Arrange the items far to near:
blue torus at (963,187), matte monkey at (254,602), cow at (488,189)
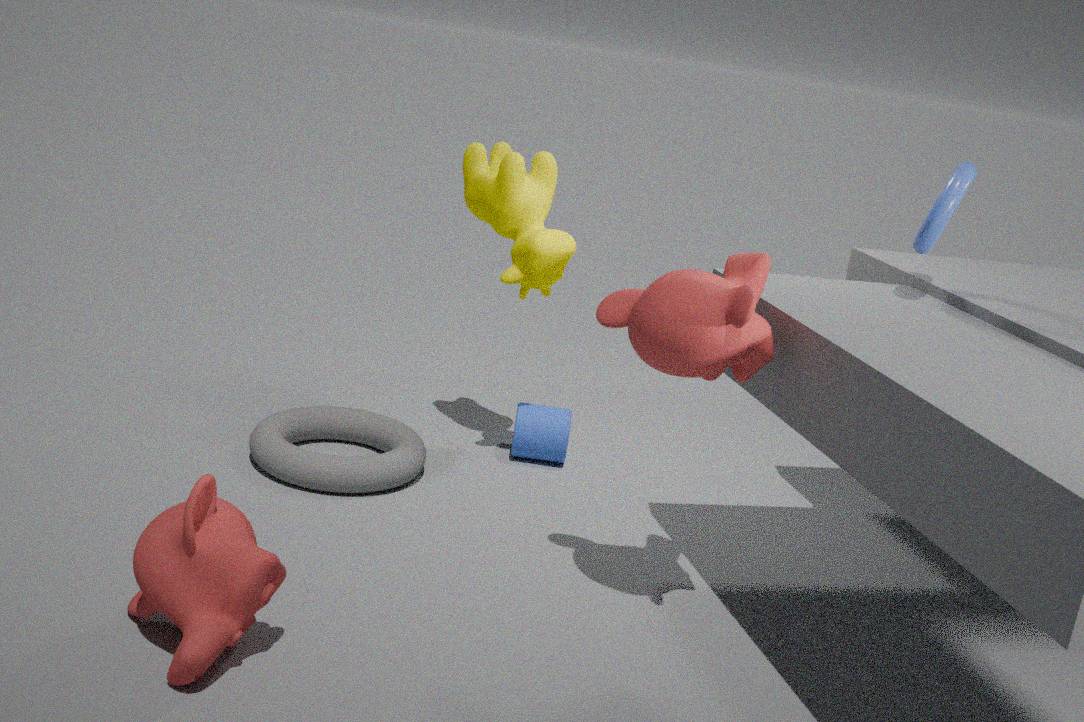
1. cow at (488,189)
2. blue torus at (963,187)
3. matte monkey at (254,602)
